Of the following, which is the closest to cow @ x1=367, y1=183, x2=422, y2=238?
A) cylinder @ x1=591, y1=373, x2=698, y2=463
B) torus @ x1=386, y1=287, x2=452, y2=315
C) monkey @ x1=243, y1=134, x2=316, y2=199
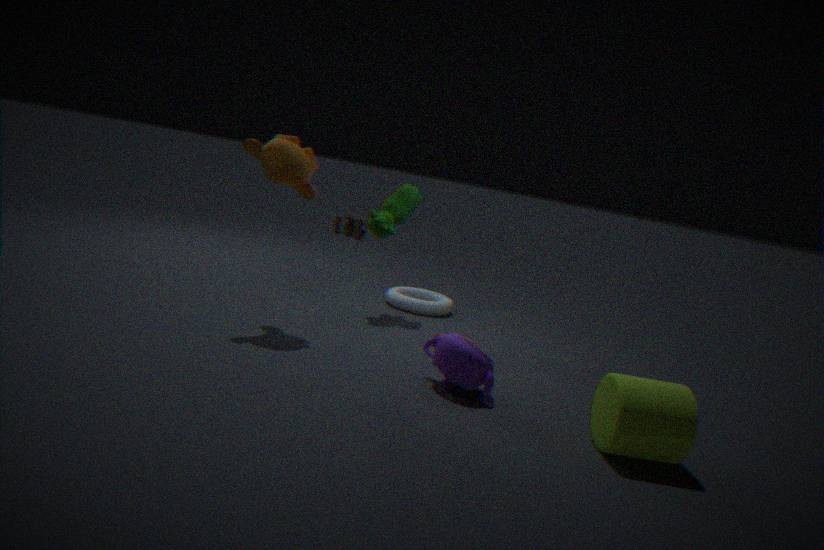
torus @ x1=386, y1=287, x2=452, y2=315
